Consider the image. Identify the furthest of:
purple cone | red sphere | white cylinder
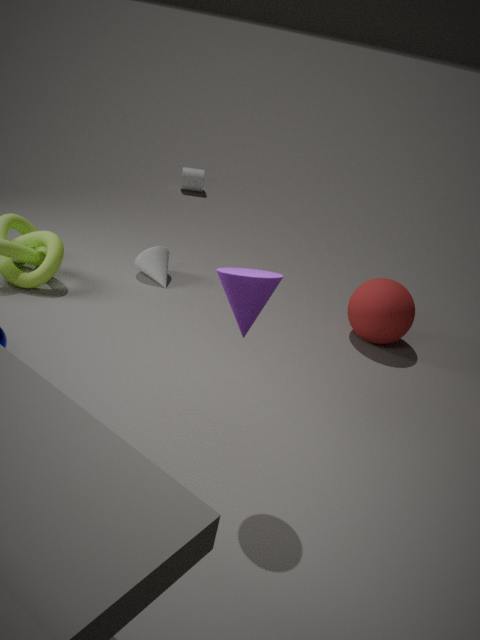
white cylinder
